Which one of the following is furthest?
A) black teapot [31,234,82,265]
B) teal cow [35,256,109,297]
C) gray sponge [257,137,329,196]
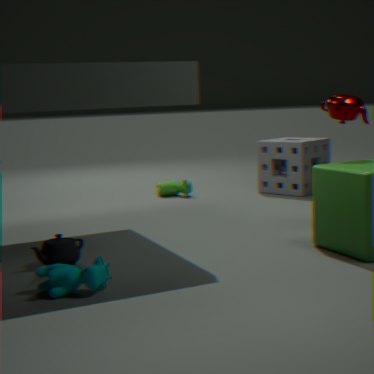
gray sponge [257,137,329,196]
